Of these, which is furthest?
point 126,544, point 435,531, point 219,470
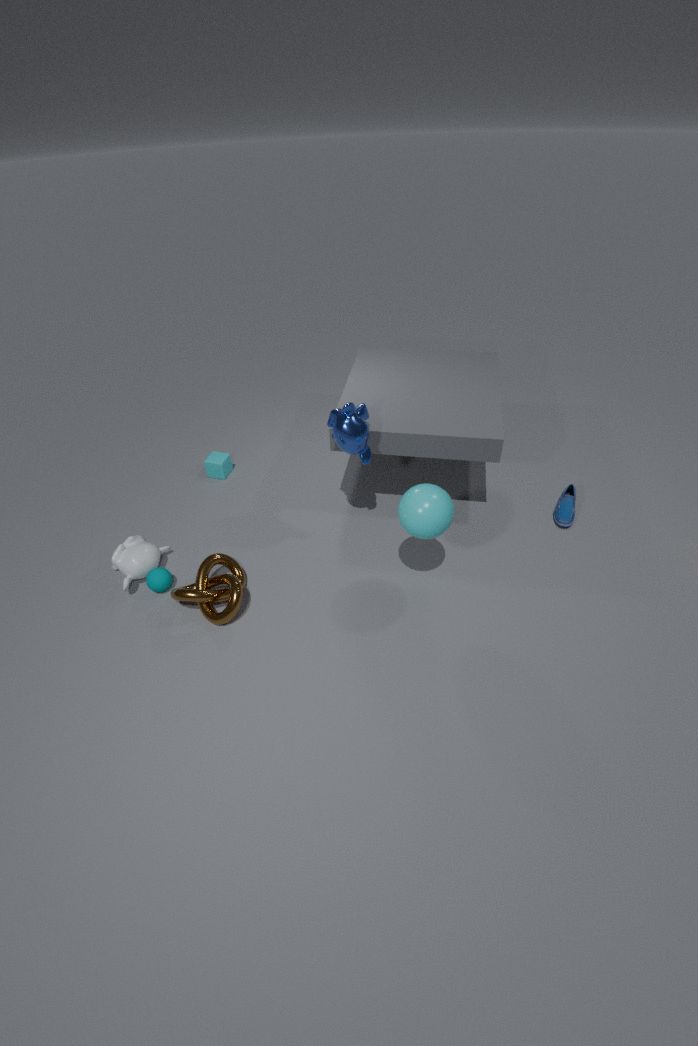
point 219,470
